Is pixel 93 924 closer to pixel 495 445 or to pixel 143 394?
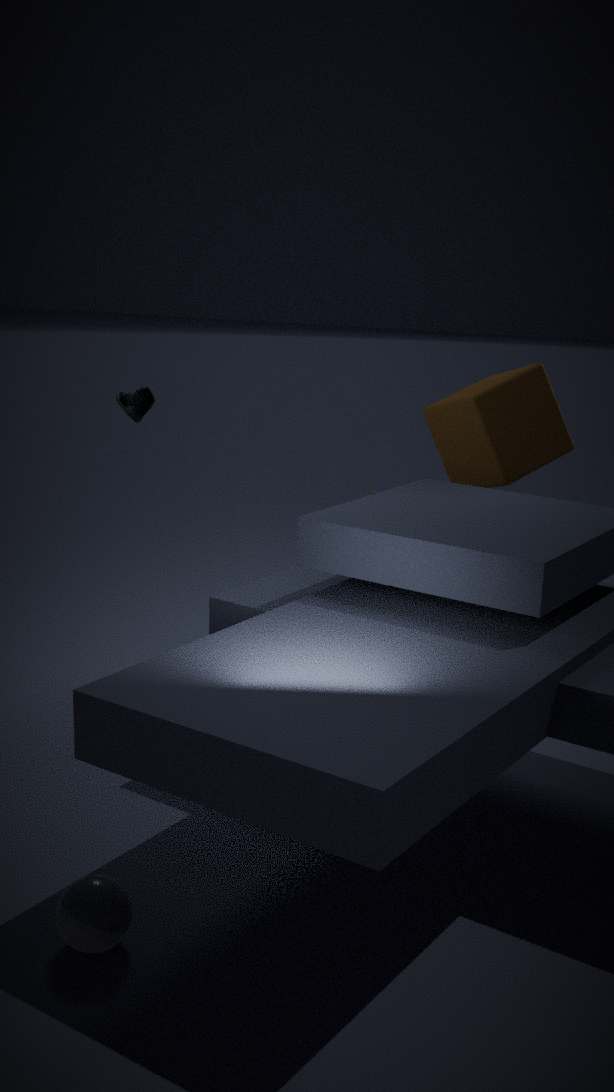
pixel 143 394
